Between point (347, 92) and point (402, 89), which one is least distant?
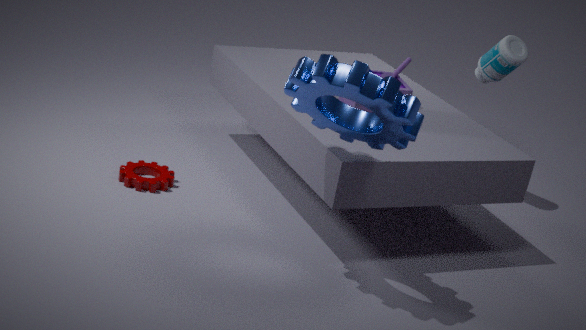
point (347, 92)
